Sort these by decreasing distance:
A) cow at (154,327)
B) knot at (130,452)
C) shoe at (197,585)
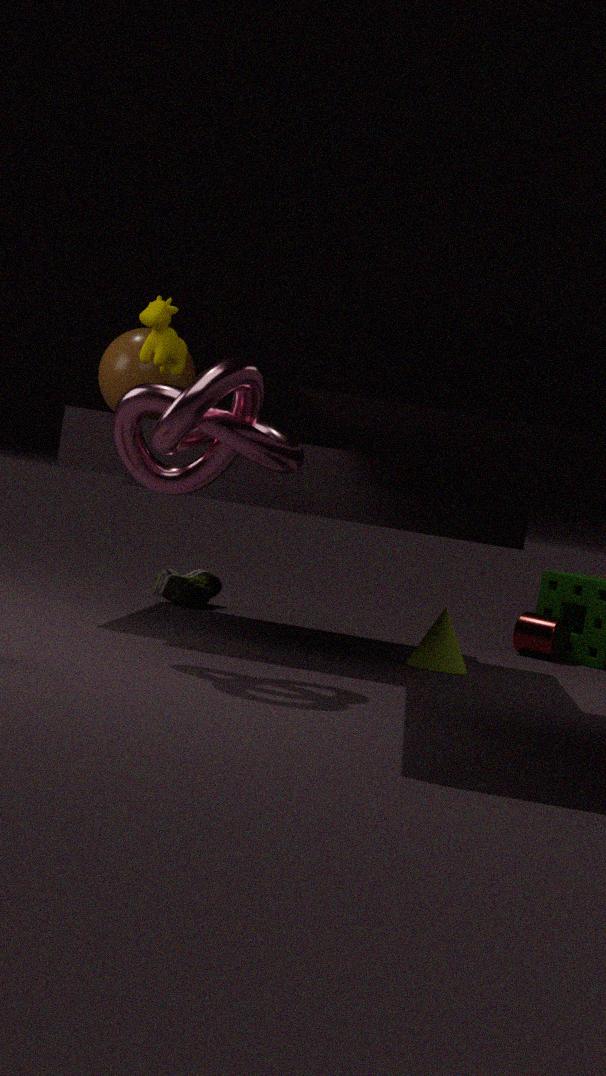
1. shoe at (197,585)
2. cow at (154,327)
3. knot at (130,452)
